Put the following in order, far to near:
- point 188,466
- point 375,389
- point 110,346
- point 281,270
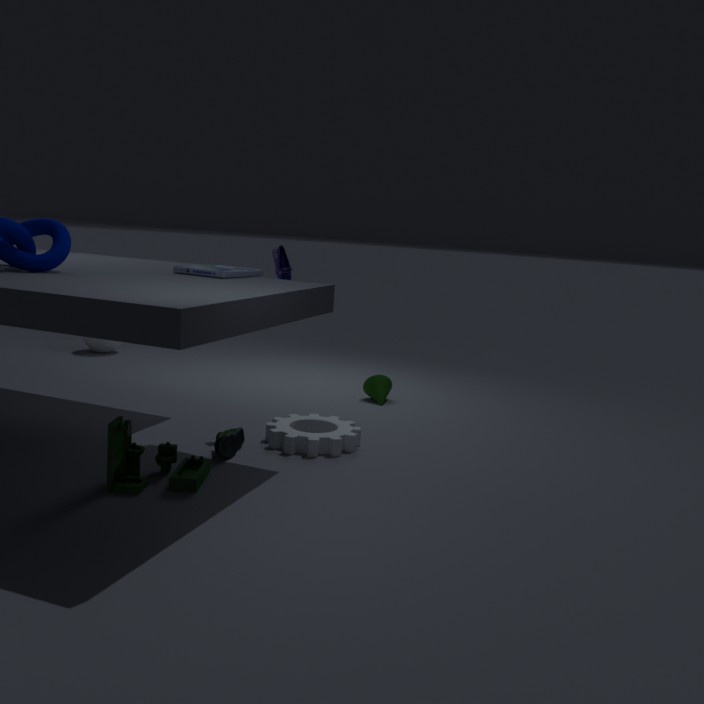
1. point 110,346
2. point 375,389
3. point 281,270
4. point 188,466
